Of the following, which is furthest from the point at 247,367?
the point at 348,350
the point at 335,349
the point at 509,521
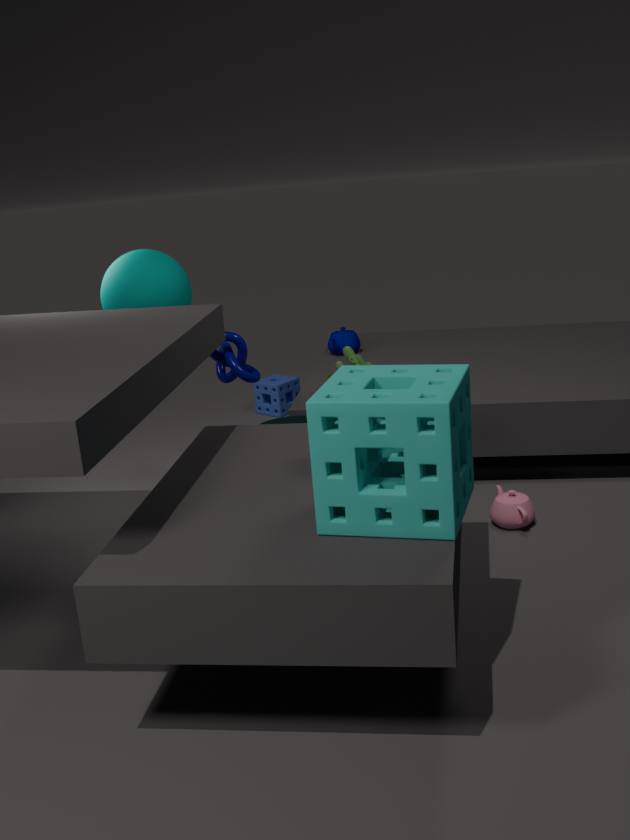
the point at 509,521
